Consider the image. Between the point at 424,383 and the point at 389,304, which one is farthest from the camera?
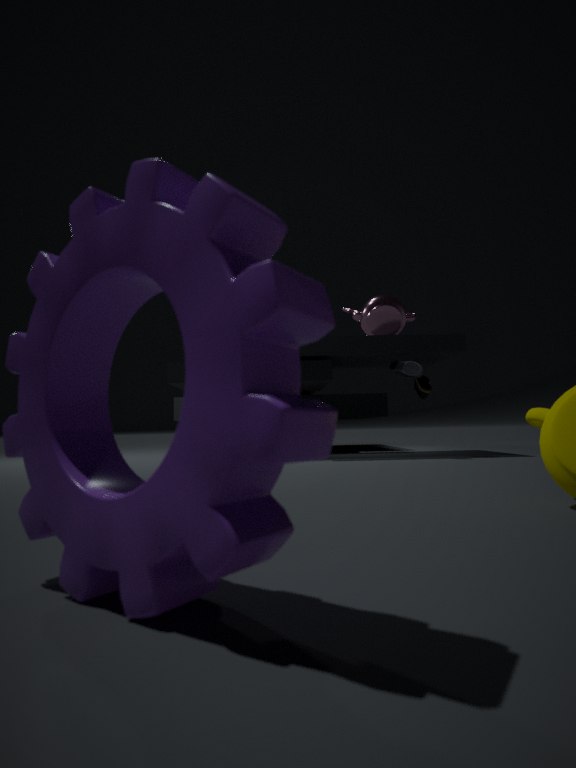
the point at 424,383
